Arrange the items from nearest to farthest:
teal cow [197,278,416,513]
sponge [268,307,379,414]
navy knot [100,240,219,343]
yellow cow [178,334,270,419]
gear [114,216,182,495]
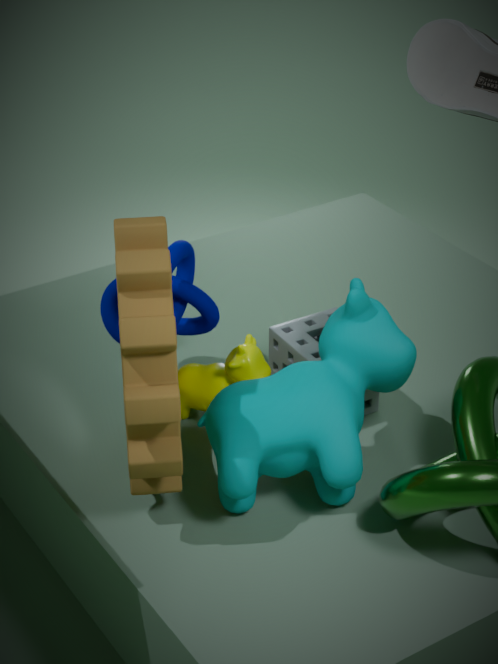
gear [114,216,182,495] < teal cow [197,278,416,513] < yellow cow [178,334,270,419] < sponge [268,307,379,414] < navy knot [100,240,219,343]
